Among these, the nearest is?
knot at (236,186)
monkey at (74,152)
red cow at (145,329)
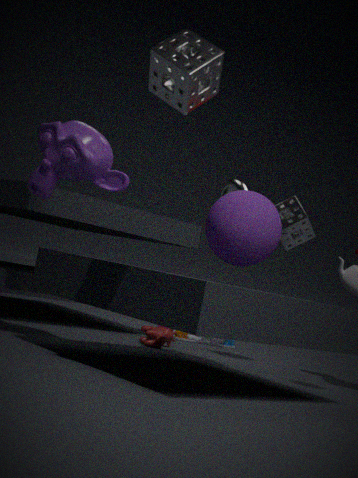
monkey at (74,152)
